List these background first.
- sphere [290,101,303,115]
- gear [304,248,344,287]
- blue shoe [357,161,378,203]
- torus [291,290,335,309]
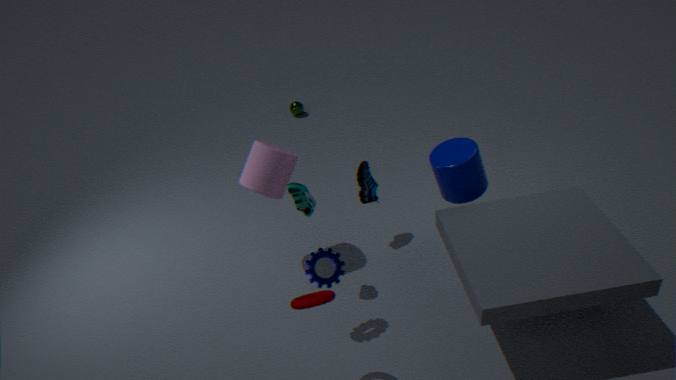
sphere [290,101,303,115]
blue shoe [357,161,378,203]
gear [304,248,344,287]
torus [291,290,335,309]
